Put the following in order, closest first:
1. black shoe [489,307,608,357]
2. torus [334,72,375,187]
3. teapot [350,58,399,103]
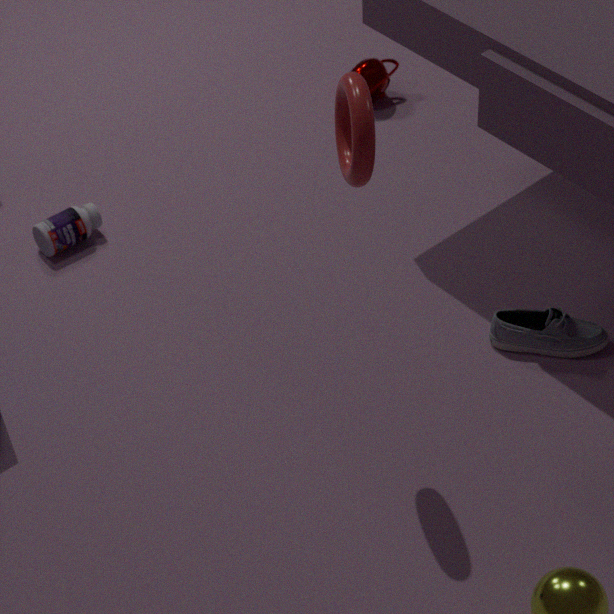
torus [334,72,375,187] < black shoe [489,307,608,357] < teapot [350,58,399,103]
